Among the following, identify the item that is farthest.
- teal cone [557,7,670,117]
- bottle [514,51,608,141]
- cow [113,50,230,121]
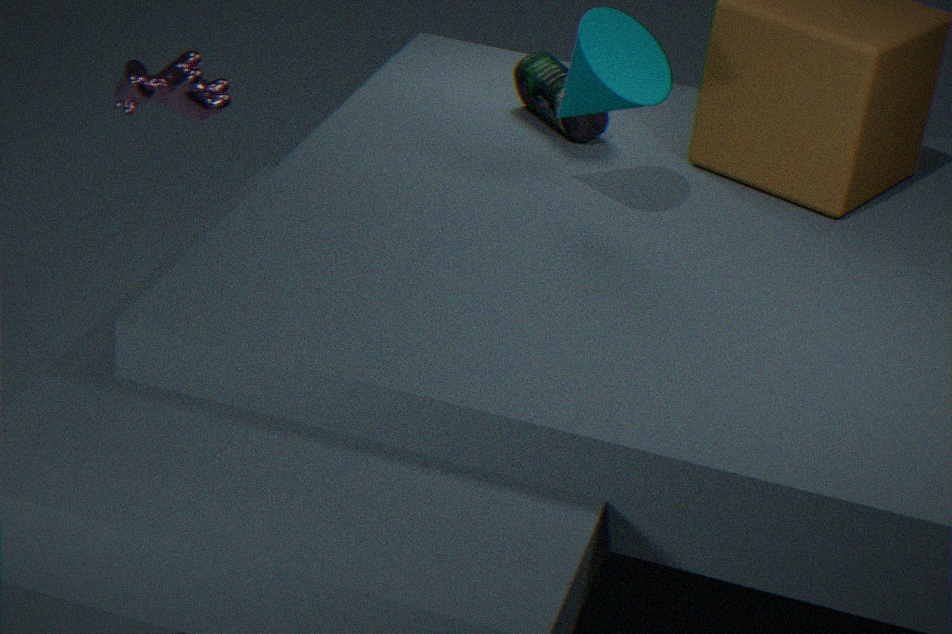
cow [113,50,230,121]
